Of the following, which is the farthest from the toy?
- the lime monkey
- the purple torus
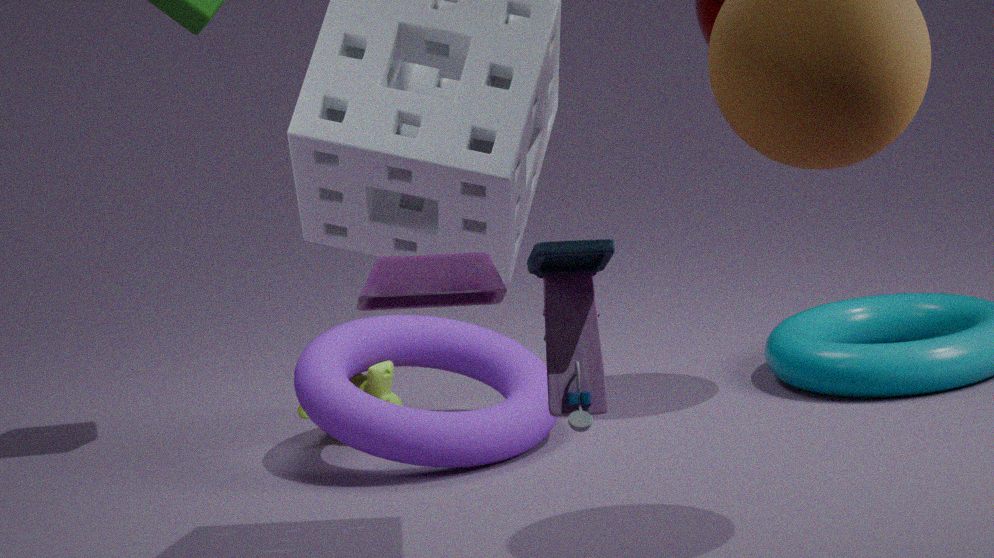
the lime monkey
